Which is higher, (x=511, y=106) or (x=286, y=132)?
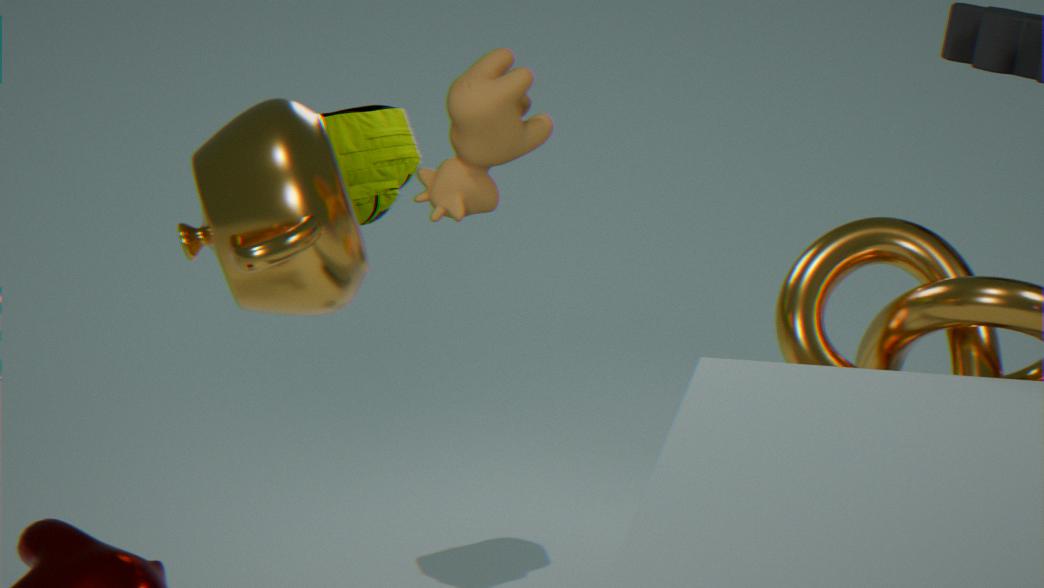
(x=511, y=106)
